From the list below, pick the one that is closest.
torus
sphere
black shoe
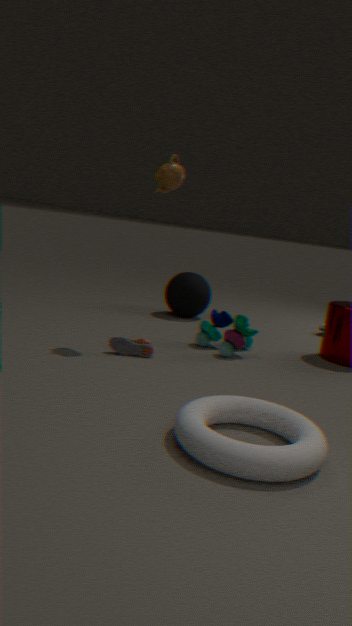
torus
